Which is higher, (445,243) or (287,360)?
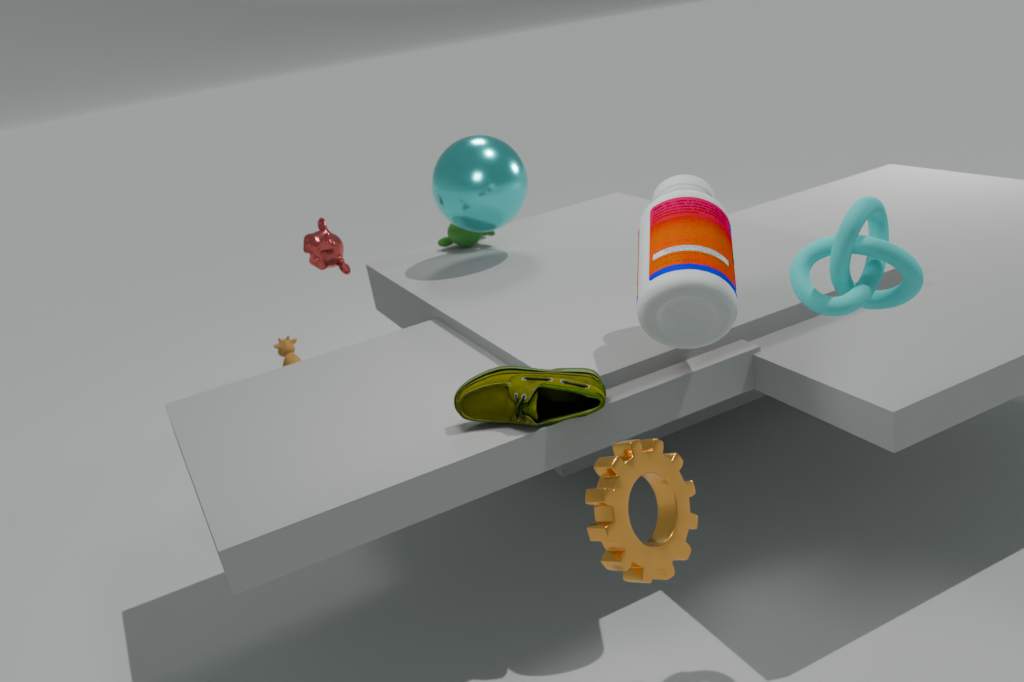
(445,243)
